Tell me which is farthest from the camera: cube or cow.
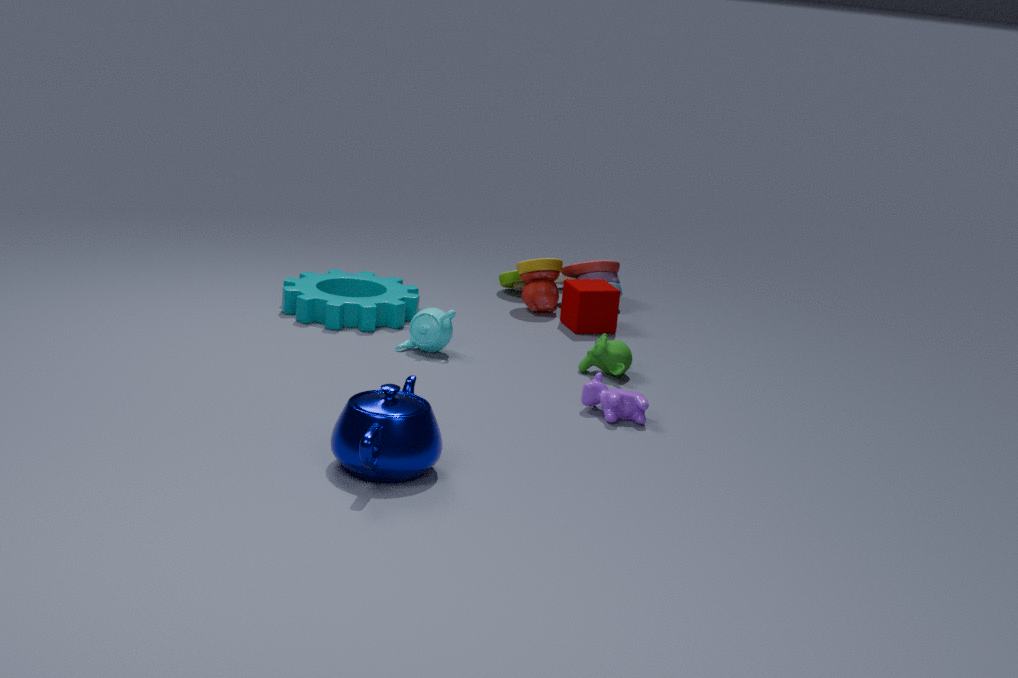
cube
